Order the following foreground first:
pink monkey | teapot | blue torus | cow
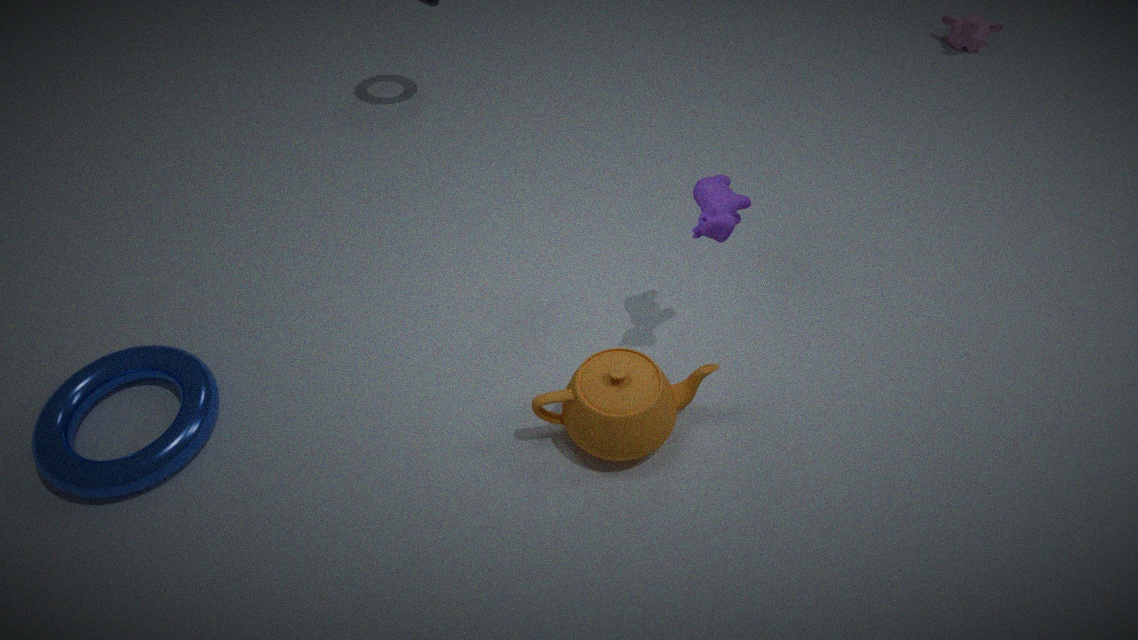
teapot, cow, blue torus, pink monkey
